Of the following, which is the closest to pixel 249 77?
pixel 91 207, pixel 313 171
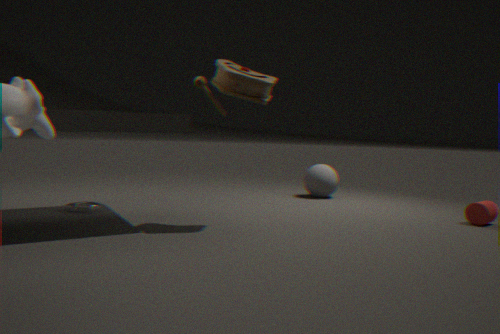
pixel 91 207
